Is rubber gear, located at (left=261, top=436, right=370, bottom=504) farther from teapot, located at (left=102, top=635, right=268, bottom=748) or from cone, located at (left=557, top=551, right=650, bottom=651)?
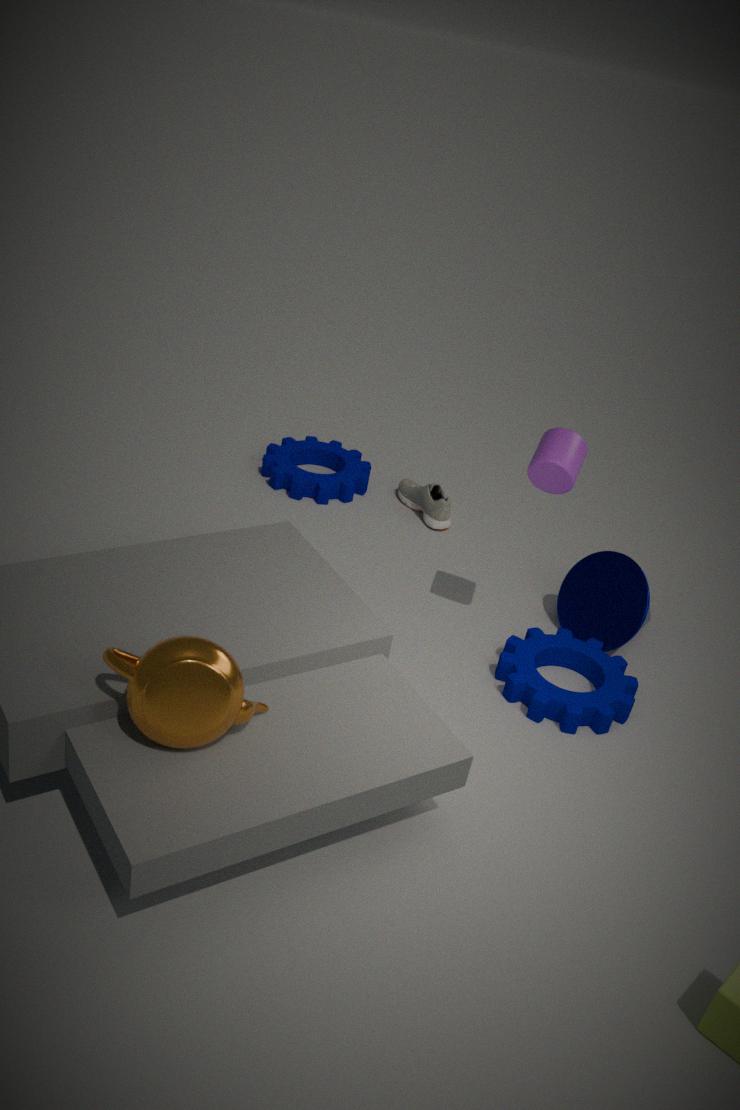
teapot, located at (left=102, top=635, right=268, bottom=748)
